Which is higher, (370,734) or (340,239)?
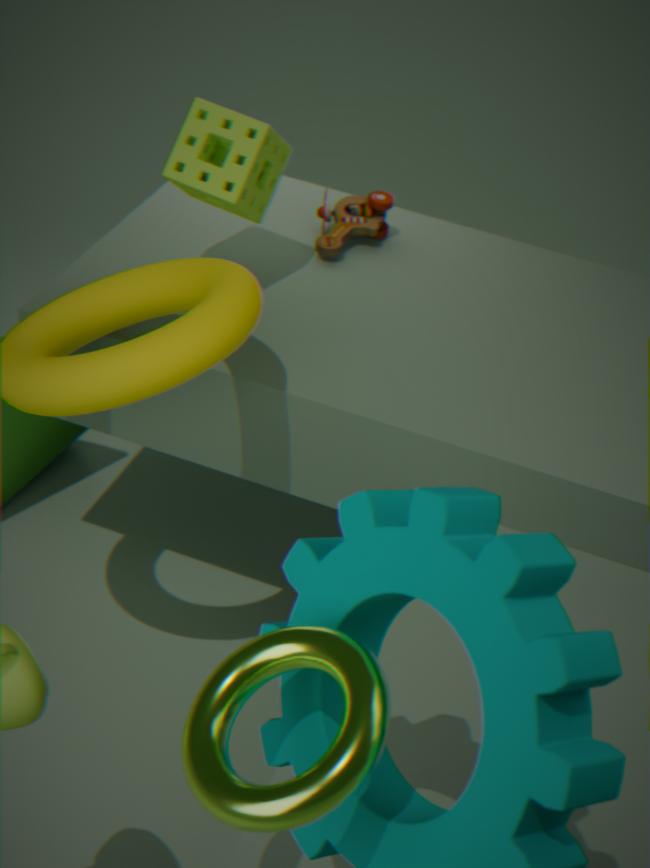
(370,734)
